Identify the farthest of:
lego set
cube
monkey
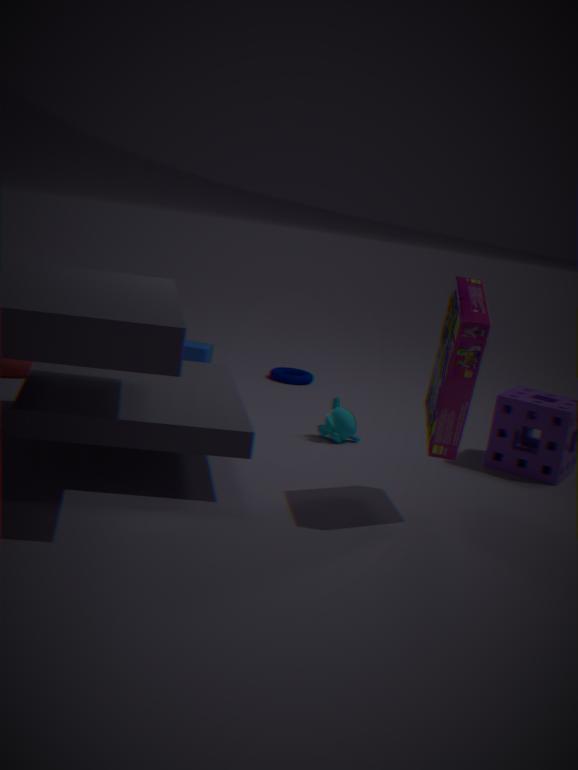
cube
